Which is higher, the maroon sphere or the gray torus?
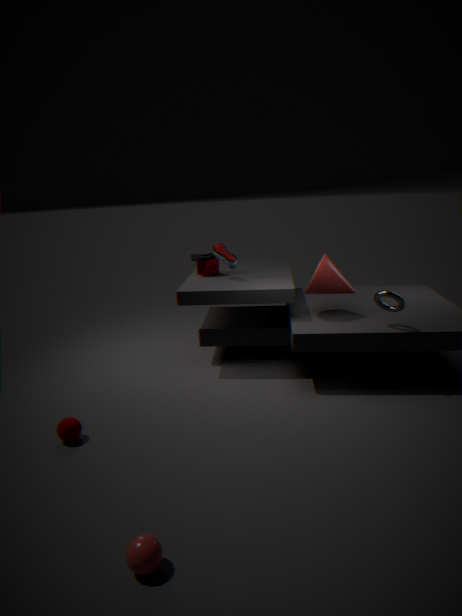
the gray torus
